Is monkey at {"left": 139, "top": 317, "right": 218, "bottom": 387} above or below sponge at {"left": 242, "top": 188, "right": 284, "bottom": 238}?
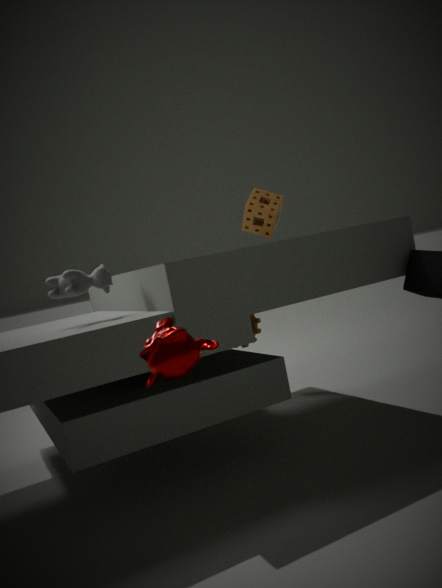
below
